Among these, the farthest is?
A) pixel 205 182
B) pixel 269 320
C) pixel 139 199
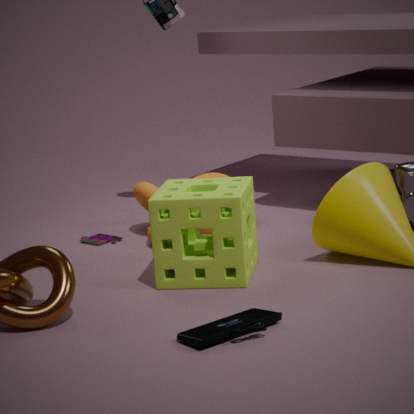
pixel 139 199
